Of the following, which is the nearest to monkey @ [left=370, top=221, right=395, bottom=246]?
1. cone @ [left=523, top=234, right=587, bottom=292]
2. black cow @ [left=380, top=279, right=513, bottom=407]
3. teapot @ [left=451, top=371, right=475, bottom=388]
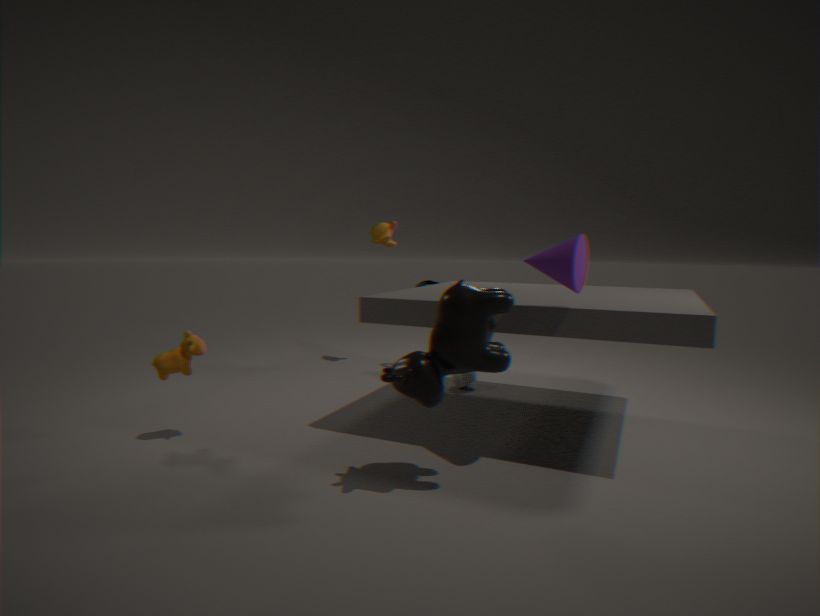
teapot @ [left=451, top=371, right=475, bottom=388]
